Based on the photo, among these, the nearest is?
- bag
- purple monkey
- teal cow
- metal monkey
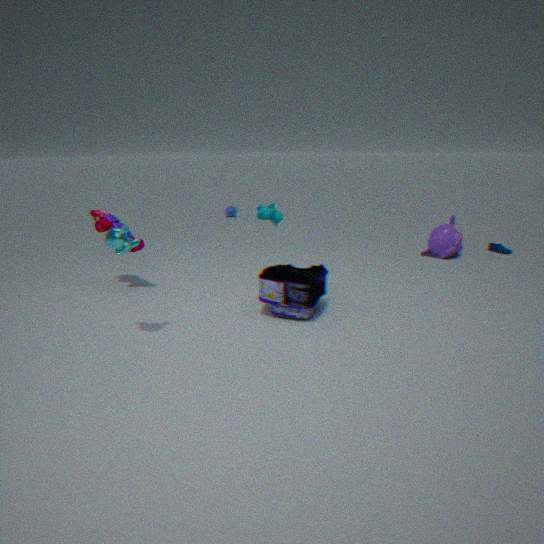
metal monkey
